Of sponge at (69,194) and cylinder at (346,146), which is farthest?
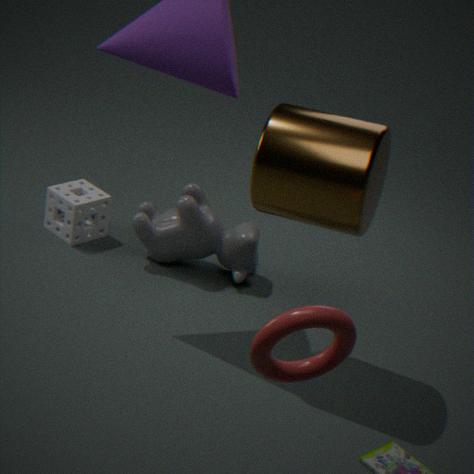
sponge at (69,194)
